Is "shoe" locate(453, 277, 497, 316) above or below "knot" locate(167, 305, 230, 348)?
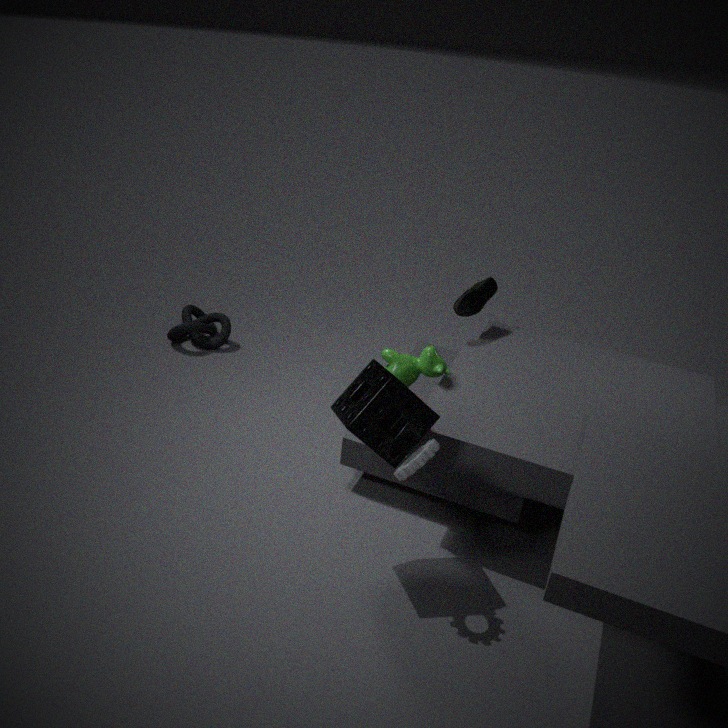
above
